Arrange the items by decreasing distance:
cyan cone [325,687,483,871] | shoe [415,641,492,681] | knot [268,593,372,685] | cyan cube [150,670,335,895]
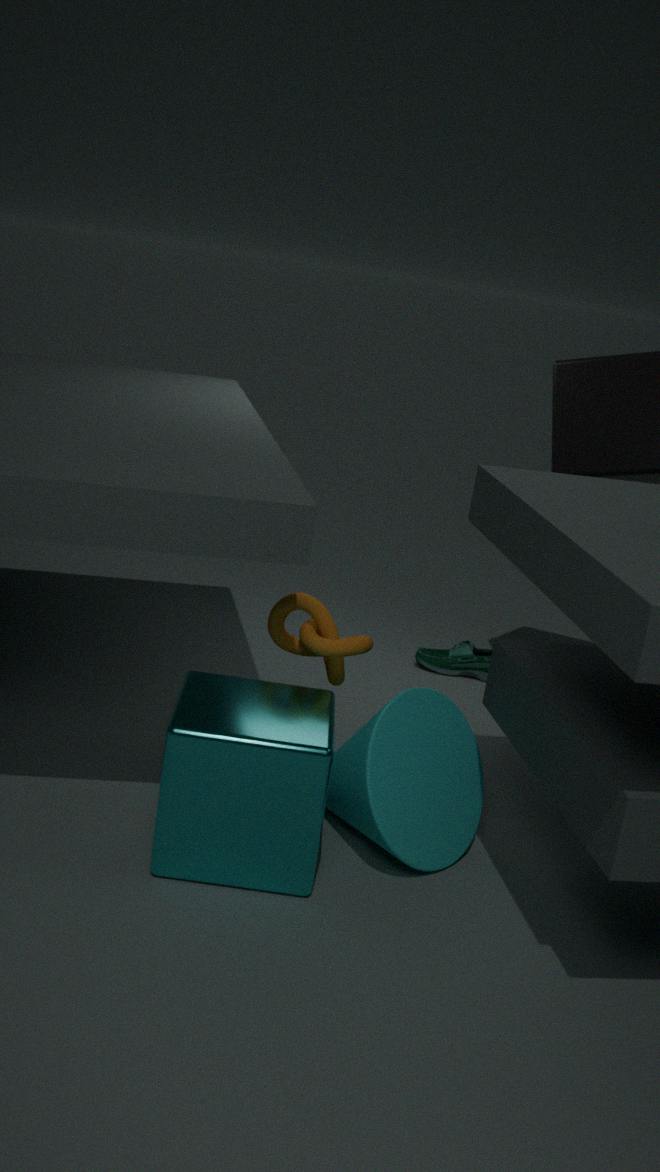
1. shoe [415,641,492,681]
2. knot [268,593,372,685]
3. cyan cone [325,687,483,871]
4. cyan cube [150,670,335,895]
